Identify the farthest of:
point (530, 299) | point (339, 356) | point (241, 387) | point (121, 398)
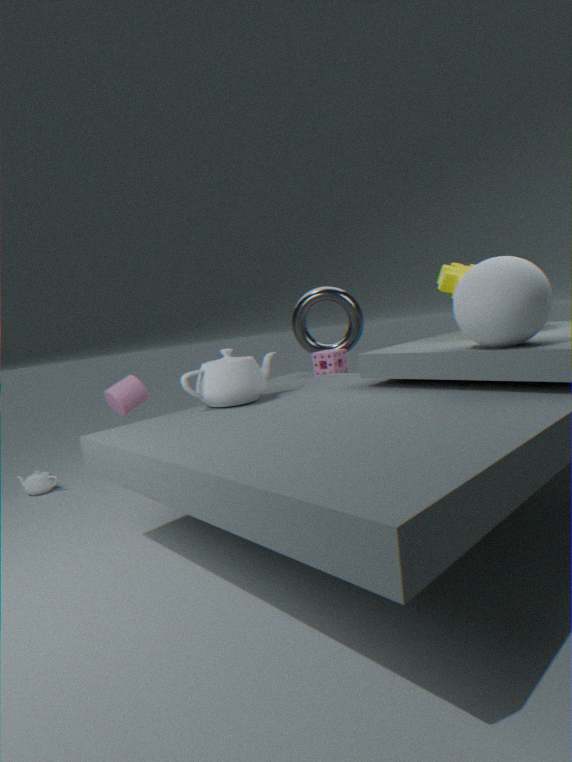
point (339, 356)
